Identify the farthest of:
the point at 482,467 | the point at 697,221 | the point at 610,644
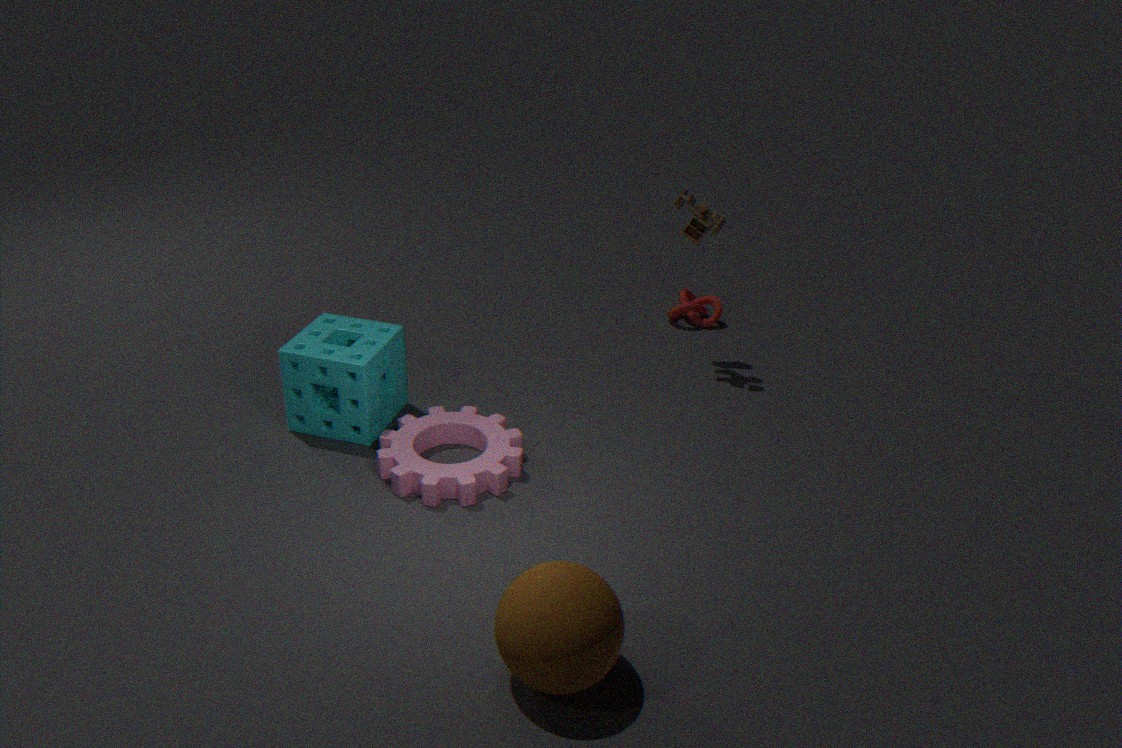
the point at 697,221
